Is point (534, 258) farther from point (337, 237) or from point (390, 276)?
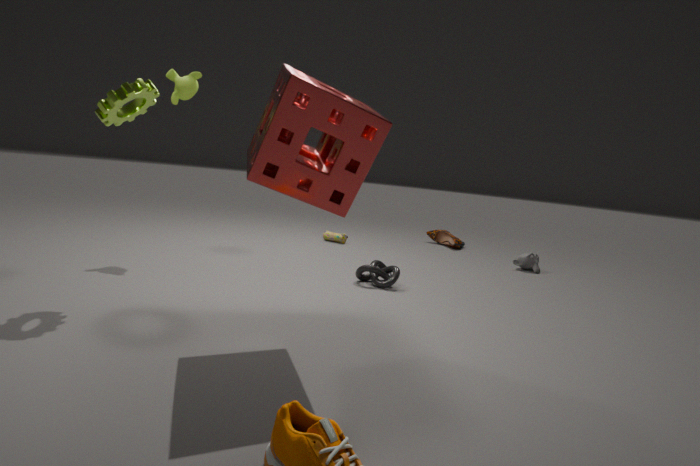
point (337, 237)
